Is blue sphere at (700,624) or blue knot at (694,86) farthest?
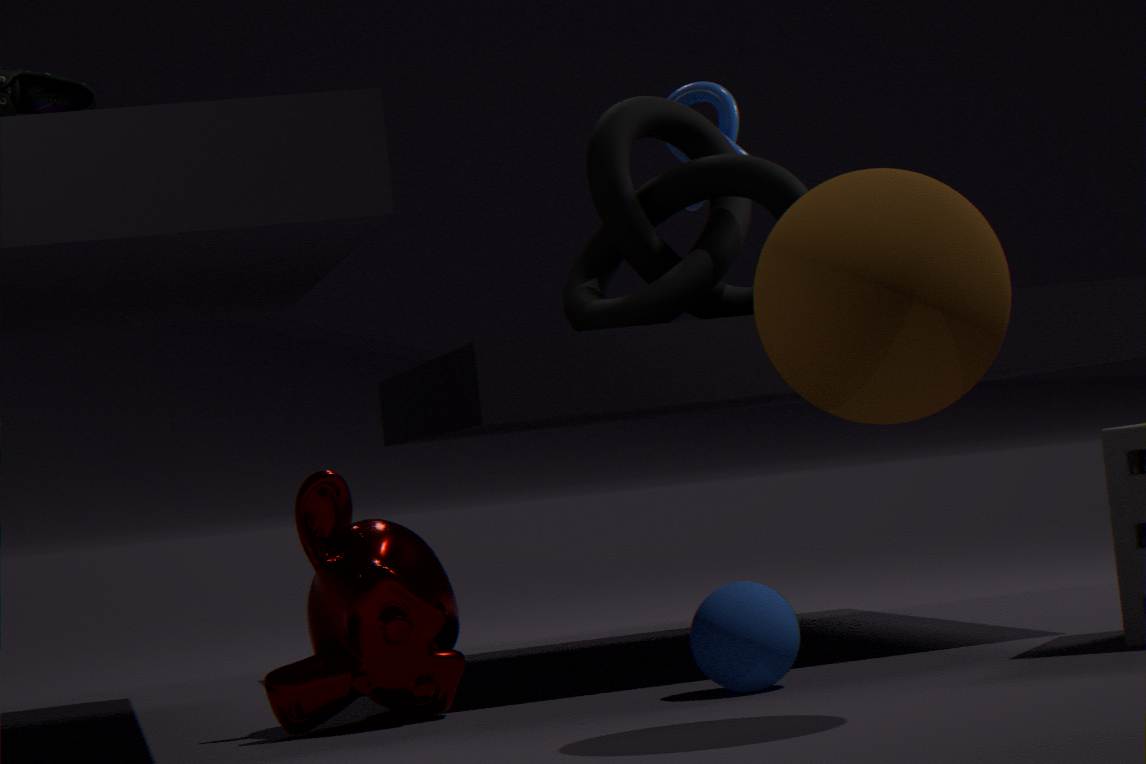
blue knot at (694,86)
